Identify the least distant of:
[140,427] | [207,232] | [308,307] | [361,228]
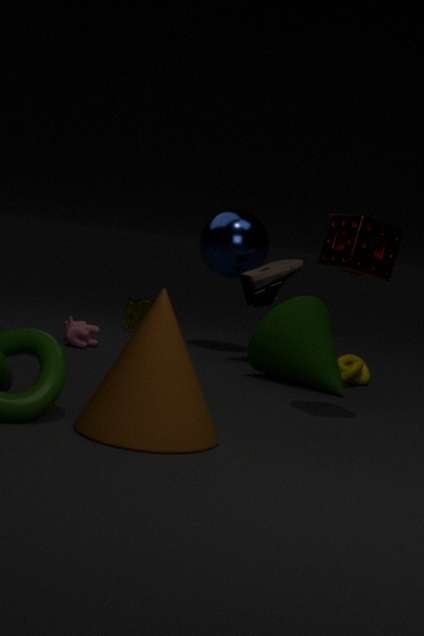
[140,427]
